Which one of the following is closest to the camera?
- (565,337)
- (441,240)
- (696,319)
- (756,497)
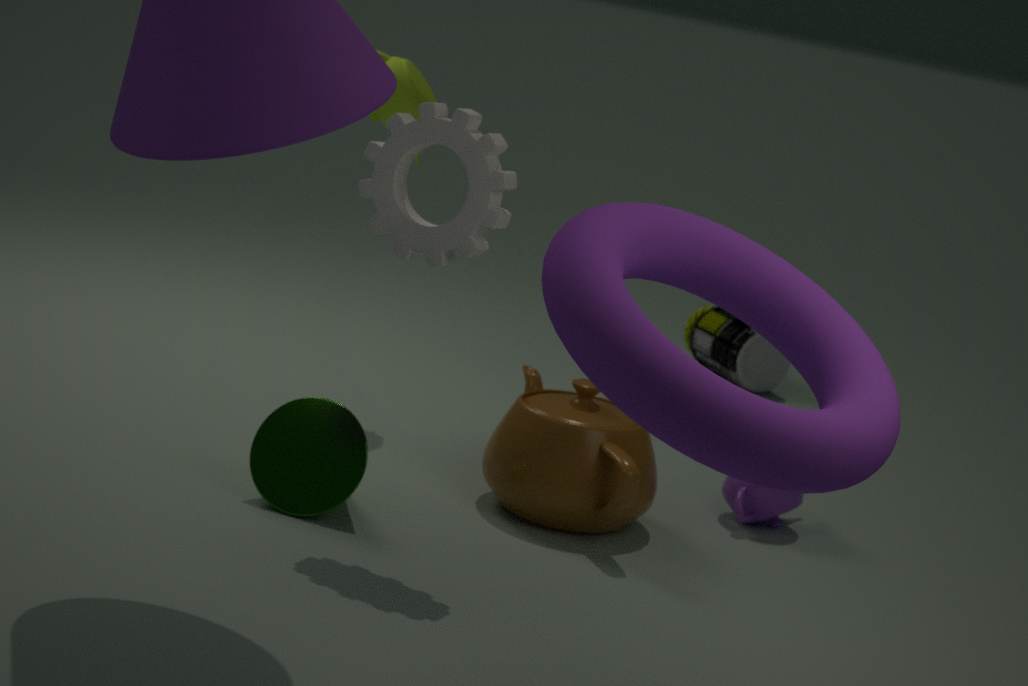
(565,337)
